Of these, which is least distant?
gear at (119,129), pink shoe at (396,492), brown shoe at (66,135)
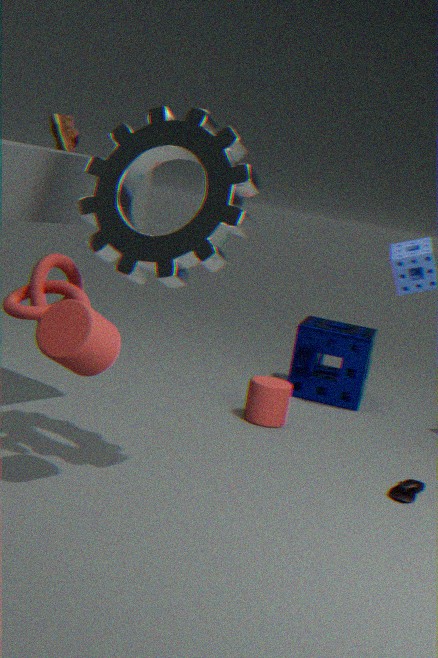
gear at (119,129)
